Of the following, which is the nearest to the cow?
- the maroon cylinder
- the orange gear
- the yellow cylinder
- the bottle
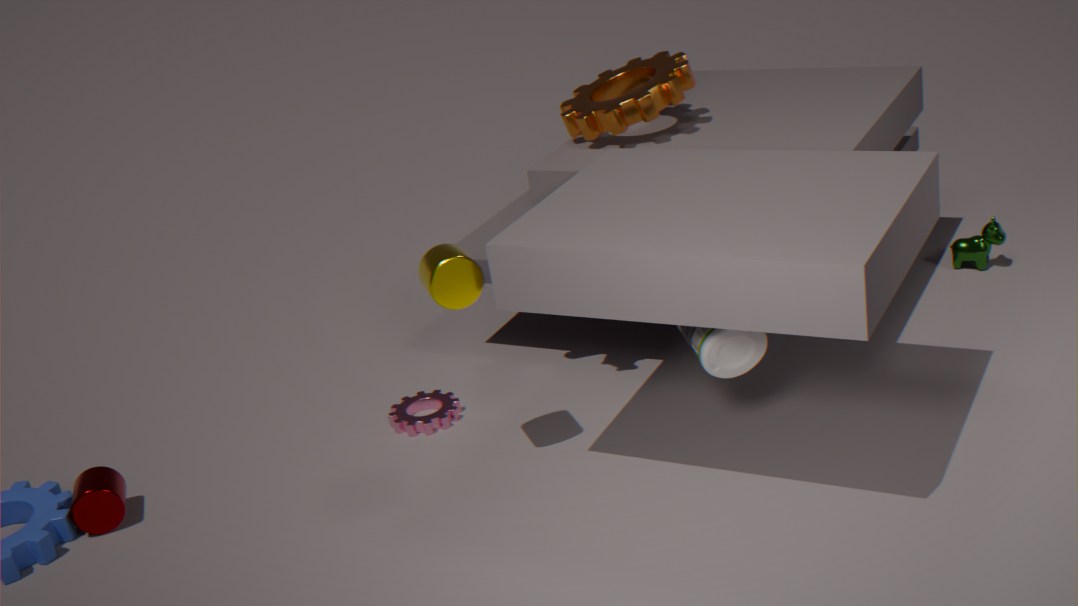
the orange gear
